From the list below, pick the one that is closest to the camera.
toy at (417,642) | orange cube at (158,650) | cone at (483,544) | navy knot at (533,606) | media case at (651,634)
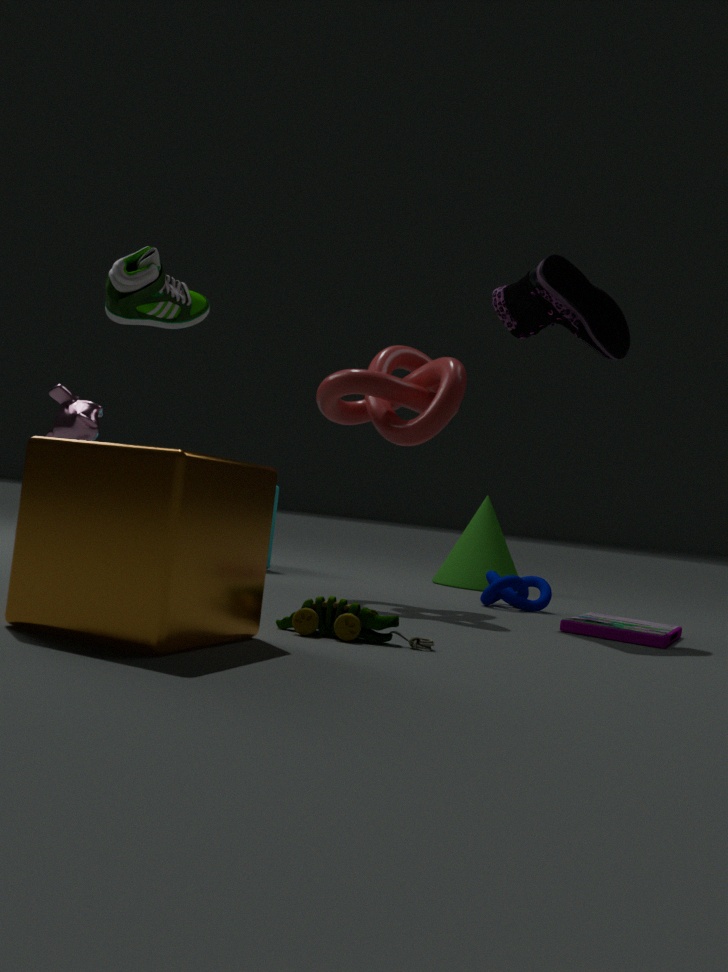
orange cube at (158,650)
